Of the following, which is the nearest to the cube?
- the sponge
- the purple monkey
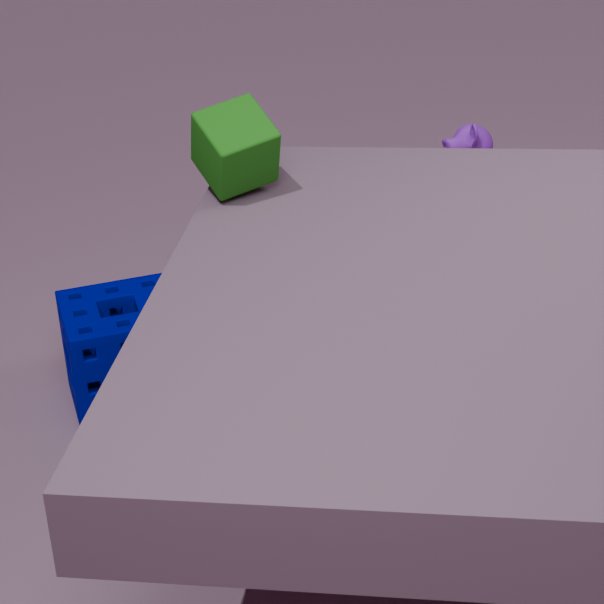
the sponge
